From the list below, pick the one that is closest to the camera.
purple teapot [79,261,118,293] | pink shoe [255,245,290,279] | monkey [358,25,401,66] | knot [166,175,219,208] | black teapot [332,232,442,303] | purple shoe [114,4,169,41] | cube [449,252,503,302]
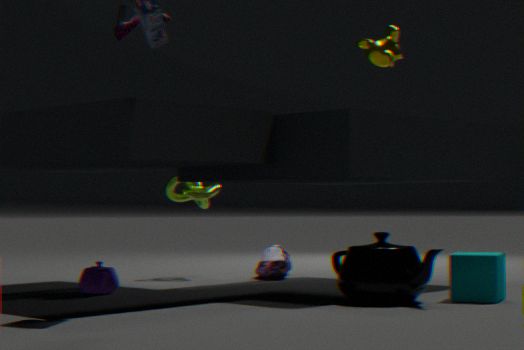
black teapot [332,232,442,303]
